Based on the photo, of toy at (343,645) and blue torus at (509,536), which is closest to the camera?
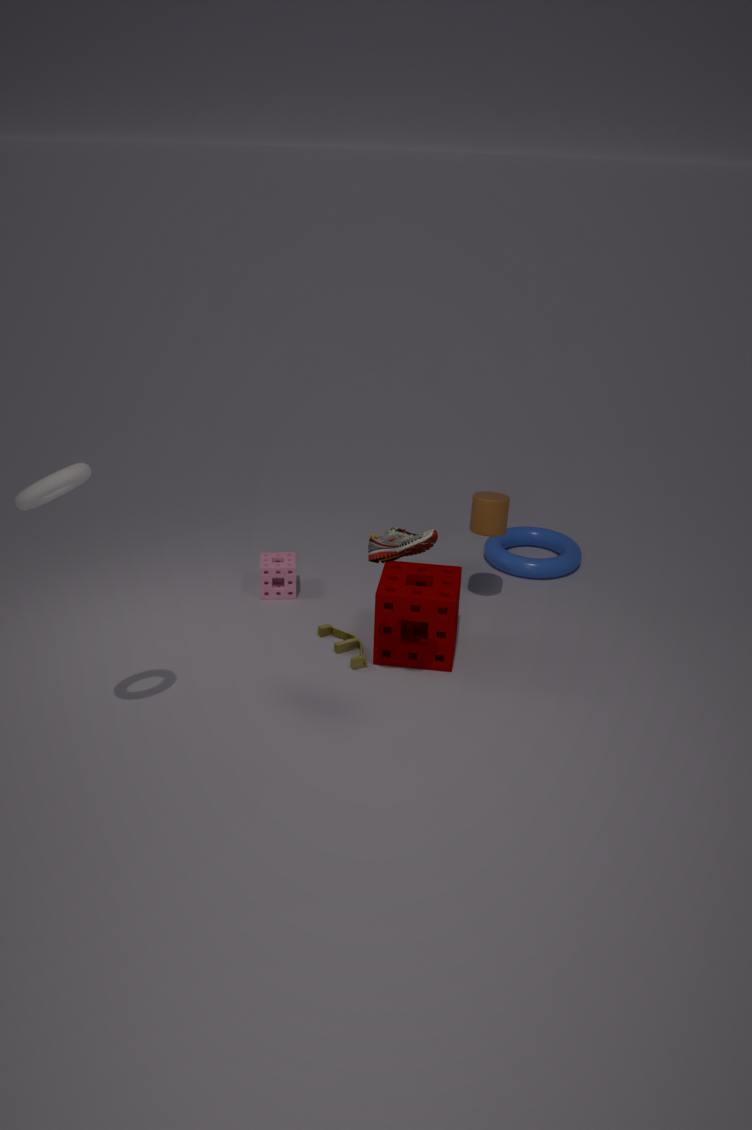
toy at (343,645)
